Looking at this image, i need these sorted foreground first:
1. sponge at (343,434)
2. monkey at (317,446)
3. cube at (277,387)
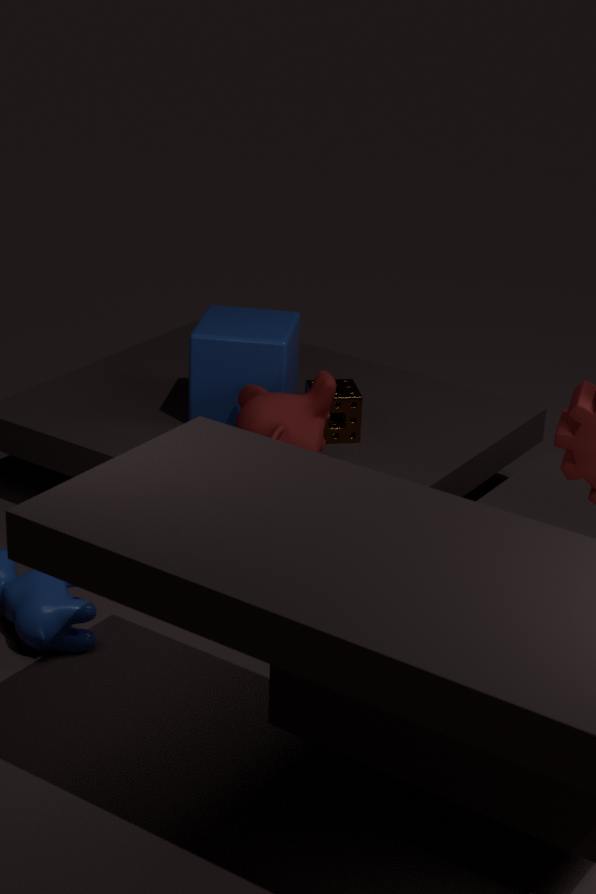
monkey at (317,446)
sponge at (343,434)
cube at (277,387)
